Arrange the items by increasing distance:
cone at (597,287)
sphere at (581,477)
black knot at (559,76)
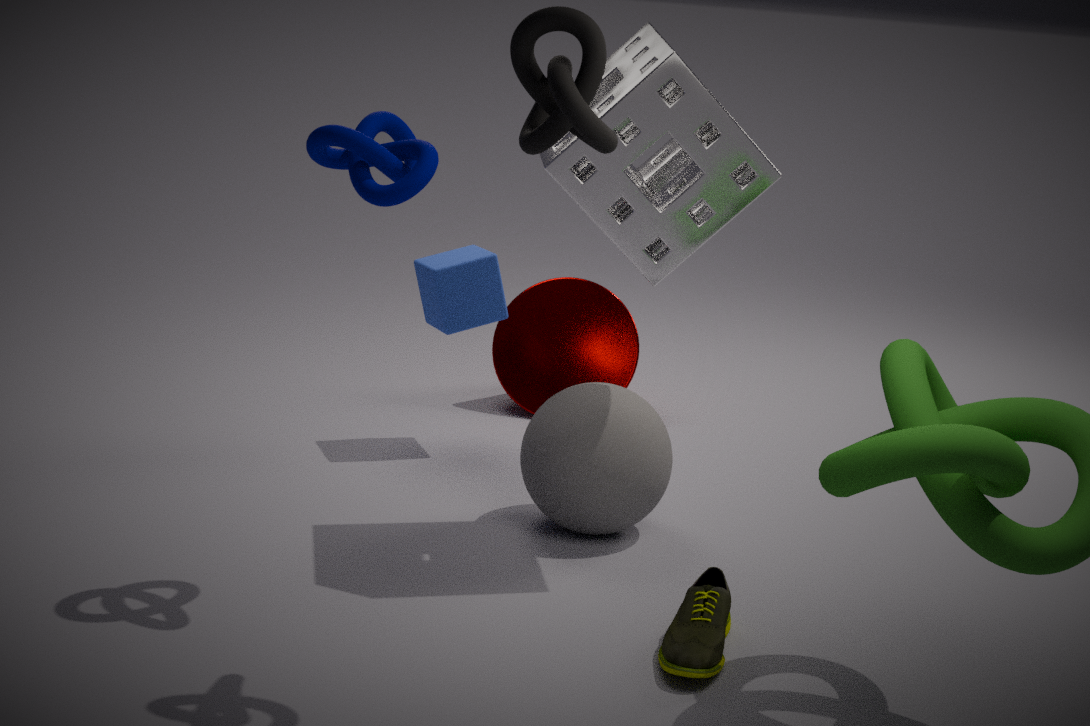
black knot at (559,76), sphere at (581,477), cone at (597,287)
